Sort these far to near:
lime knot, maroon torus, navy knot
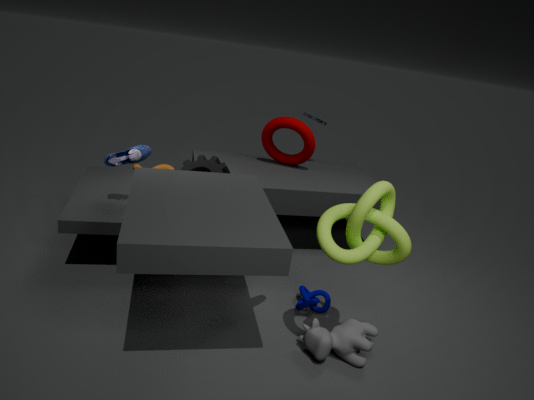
maroon torus
navy knot
lime knot
